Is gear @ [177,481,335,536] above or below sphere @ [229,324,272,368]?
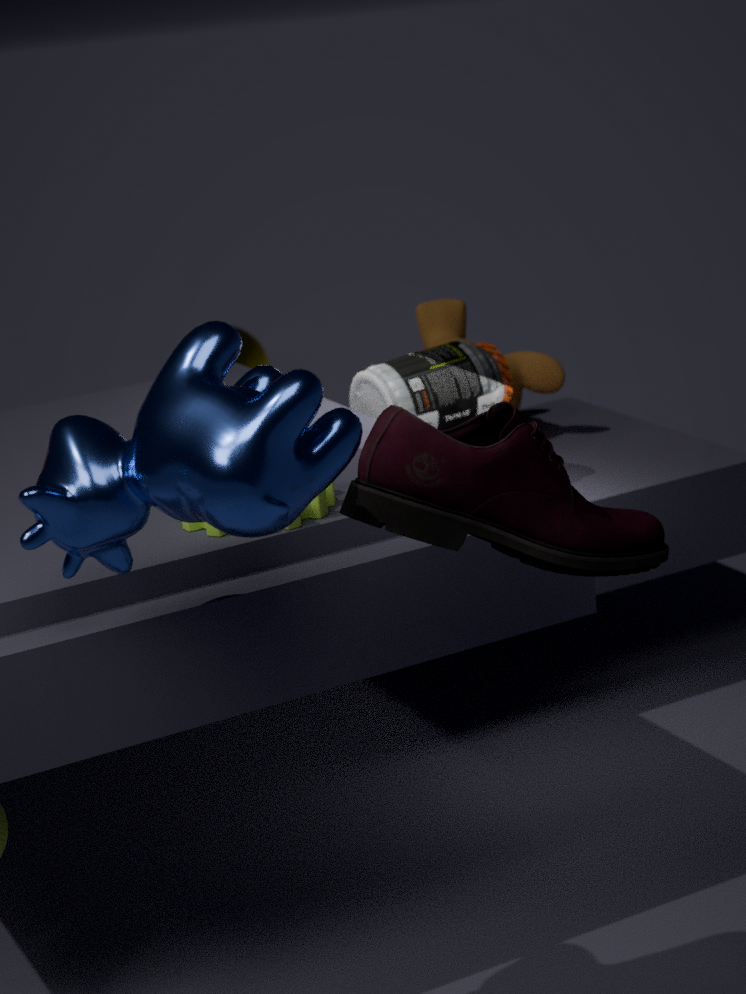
above
